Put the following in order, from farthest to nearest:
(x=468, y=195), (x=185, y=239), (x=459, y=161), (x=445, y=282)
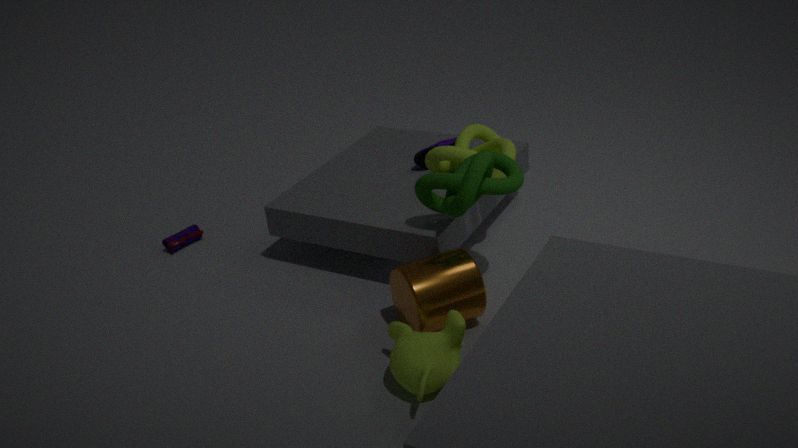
(x=185, y=239)
(x=459, y=161)
(x=445, y=282)
(x=468, y=195)
